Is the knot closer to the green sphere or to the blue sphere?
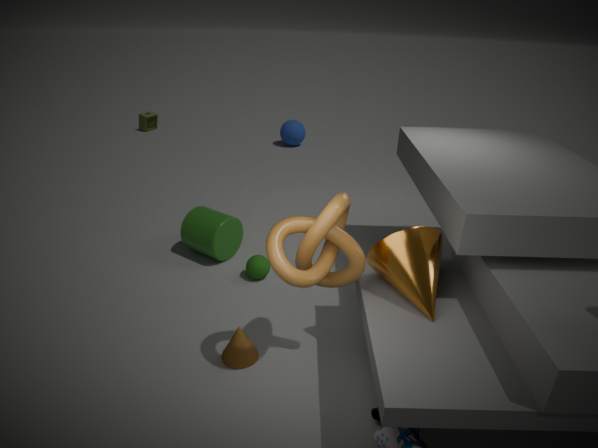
the green sphere
